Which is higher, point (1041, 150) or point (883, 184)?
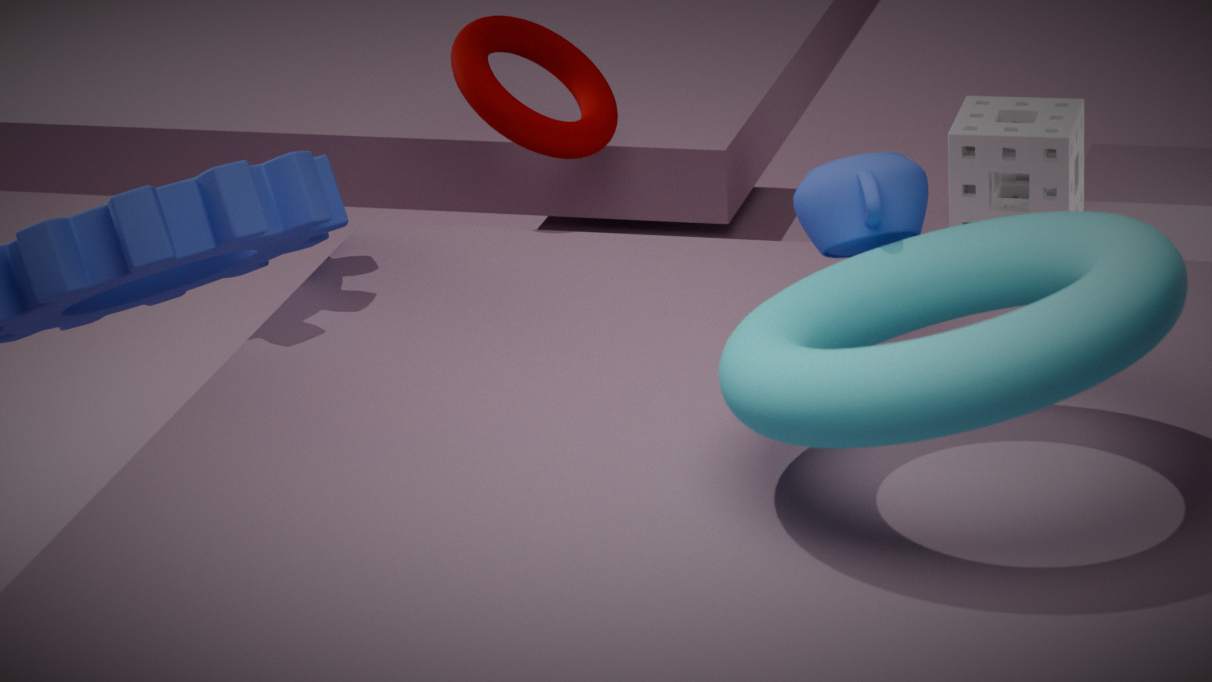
point (883, 184)
